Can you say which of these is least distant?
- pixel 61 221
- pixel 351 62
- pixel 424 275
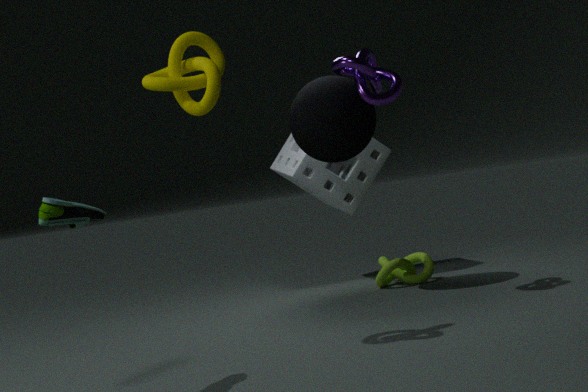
pixel 61 221
